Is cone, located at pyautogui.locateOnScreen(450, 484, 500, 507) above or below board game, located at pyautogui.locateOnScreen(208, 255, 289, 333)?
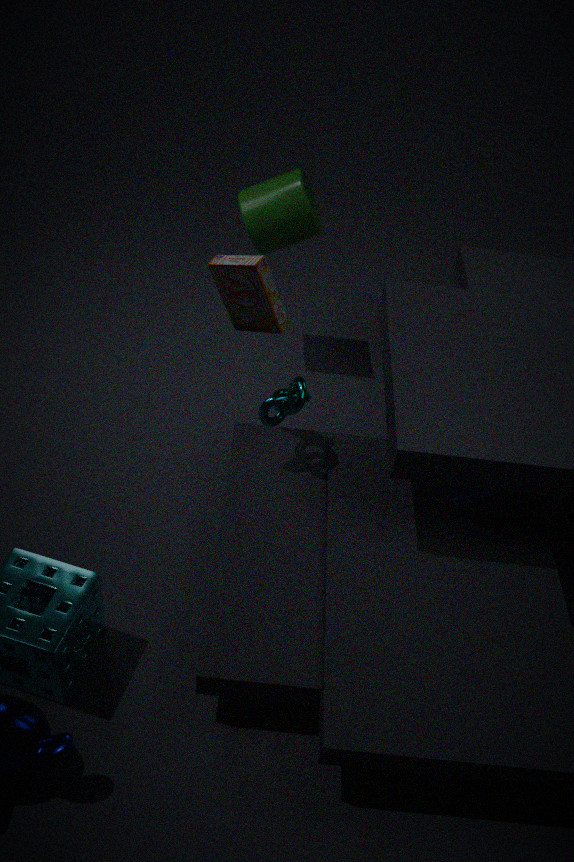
below
